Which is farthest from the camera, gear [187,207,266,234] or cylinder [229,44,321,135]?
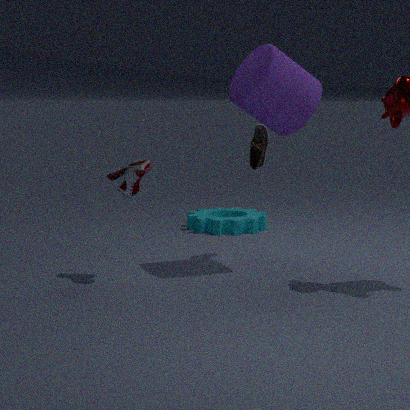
gear [187,207,266,234]
